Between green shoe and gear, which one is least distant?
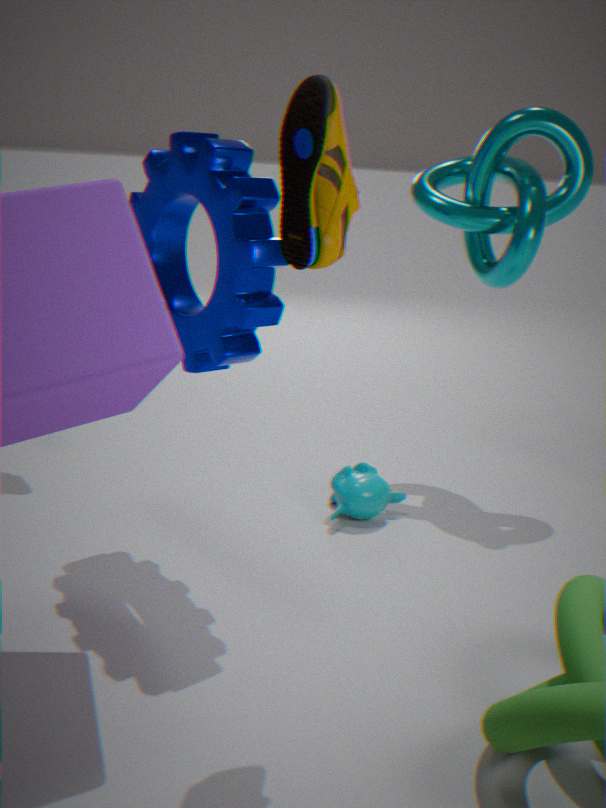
green shoe
